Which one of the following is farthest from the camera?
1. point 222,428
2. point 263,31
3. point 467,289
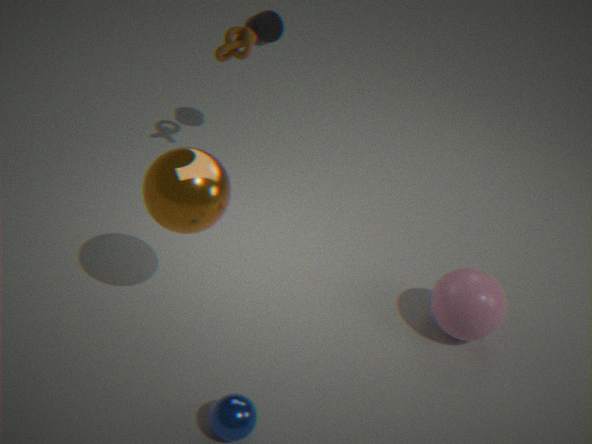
point 263,31
